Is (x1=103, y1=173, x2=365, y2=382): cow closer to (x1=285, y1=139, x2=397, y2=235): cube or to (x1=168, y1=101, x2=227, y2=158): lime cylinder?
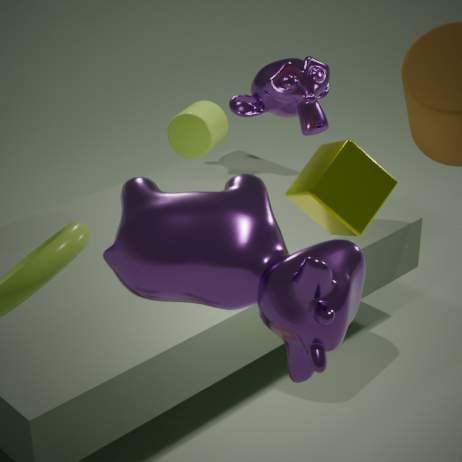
(x1=285, y1=139, x2=397, y2=235): cube
